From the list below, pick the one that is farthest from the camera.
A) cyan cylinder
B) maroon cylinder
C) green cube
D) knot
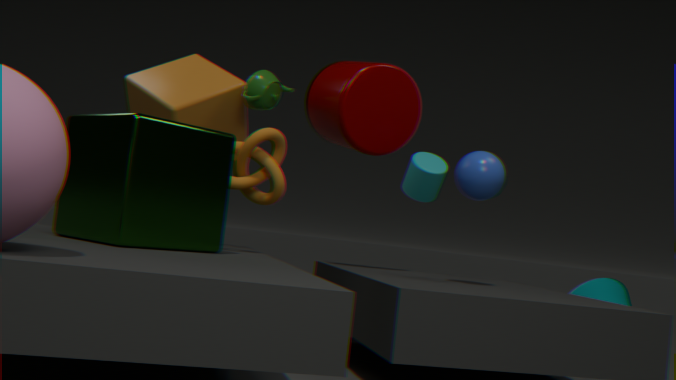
cyan cylinder
